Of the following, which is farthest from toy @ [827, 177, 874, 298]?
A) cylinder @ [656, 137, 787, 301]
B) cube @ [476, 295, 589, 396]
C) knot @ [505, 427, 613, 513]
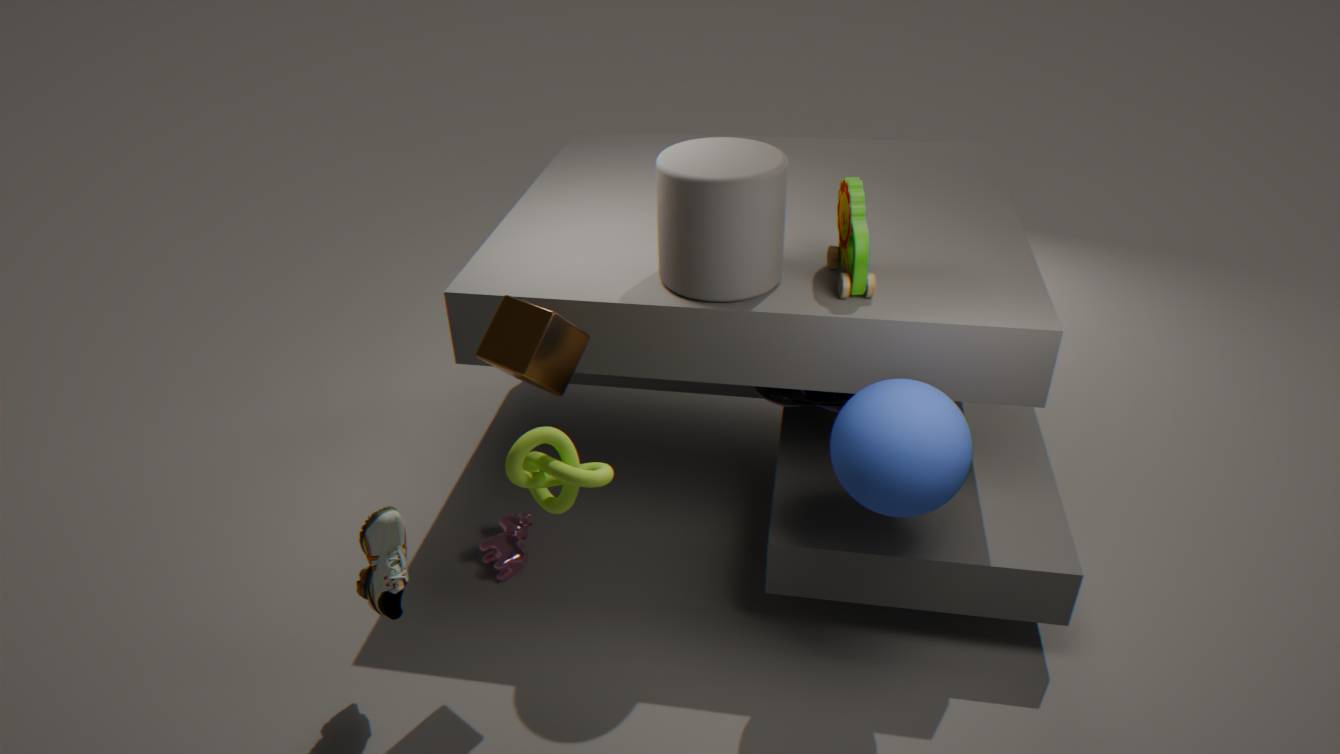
knot @ [505, 427, 613, 513]
